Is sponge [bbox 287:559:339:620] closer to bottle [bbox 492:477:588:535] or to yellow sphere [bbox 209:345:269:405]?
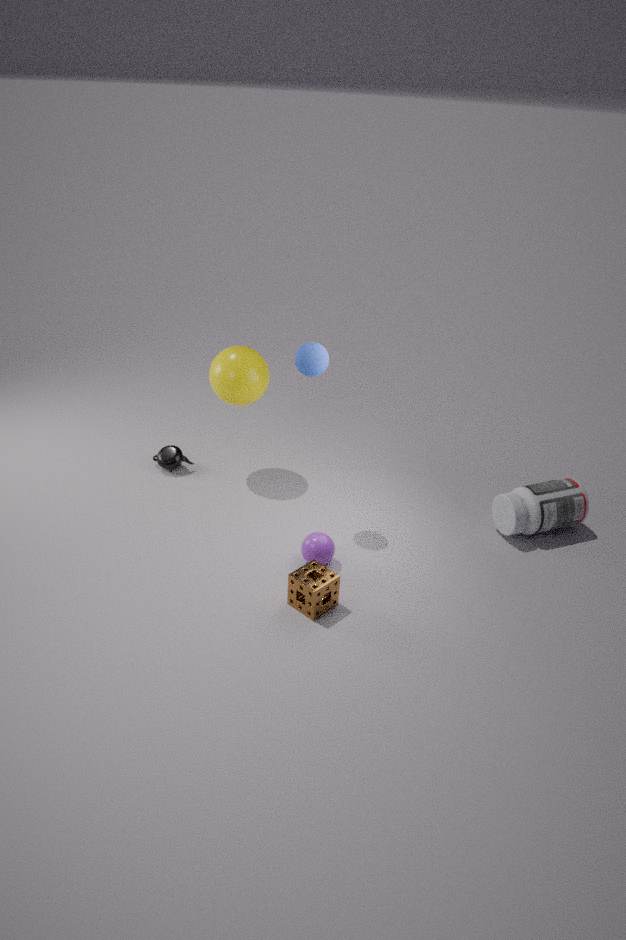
bottle [bbox 492:477:588:535]
